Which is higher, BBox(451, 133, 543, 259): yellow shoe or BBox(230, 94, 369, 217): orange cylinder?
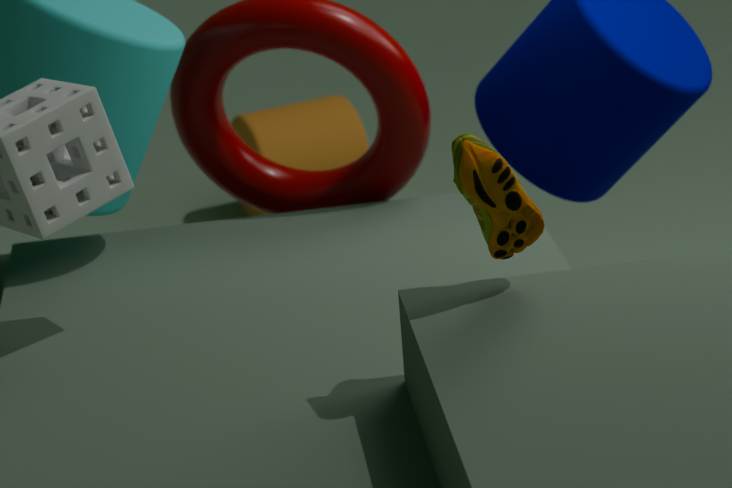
BBox(451, 133, 543, 259): yellow shoe
